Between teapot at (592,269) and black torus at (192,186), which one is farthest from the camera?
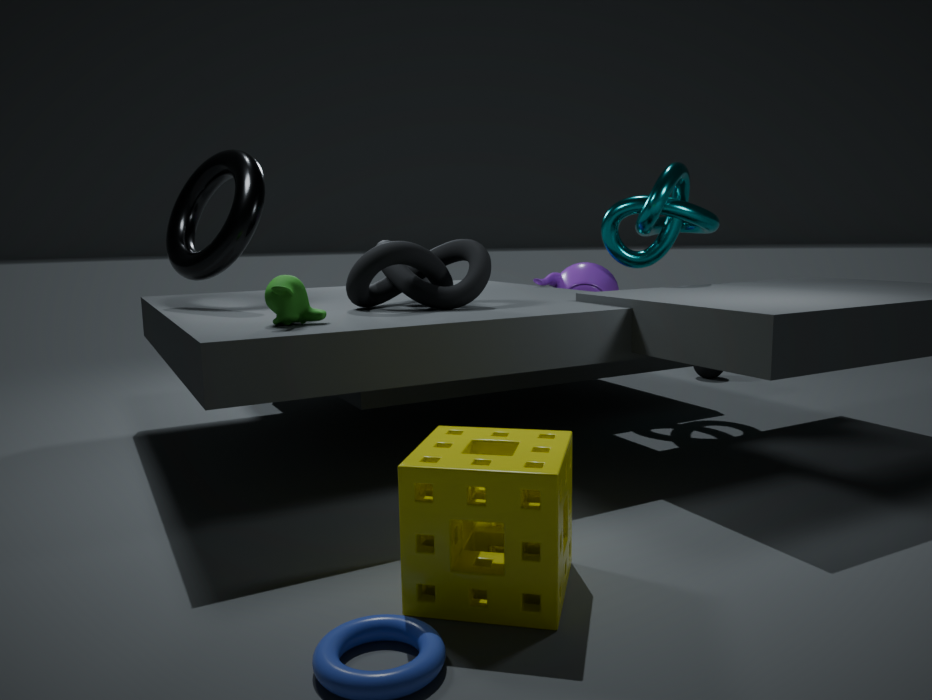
teapot at (592,269)
